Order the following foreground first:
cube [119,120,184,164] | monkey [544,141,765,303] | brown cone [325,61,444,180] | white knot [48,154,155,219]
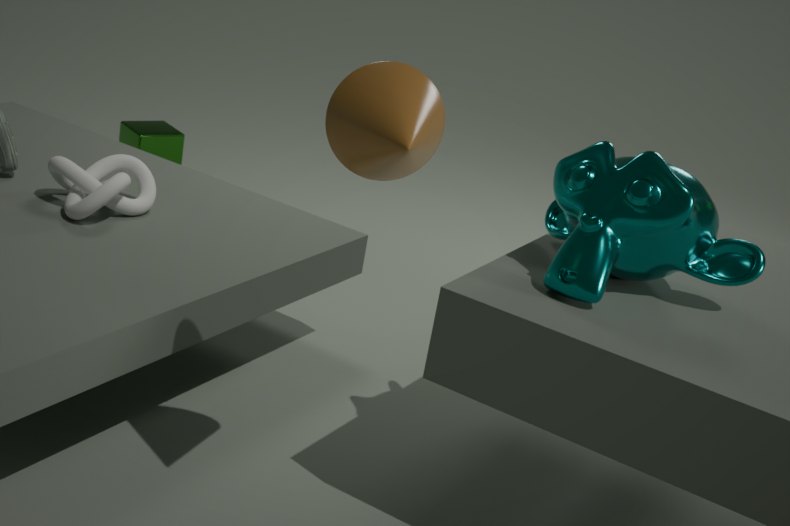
brown cone [325,61,444,180] → monkey [544,141,765,303] → white knot [48,154,155,219] → cube [119,120,184,164]
